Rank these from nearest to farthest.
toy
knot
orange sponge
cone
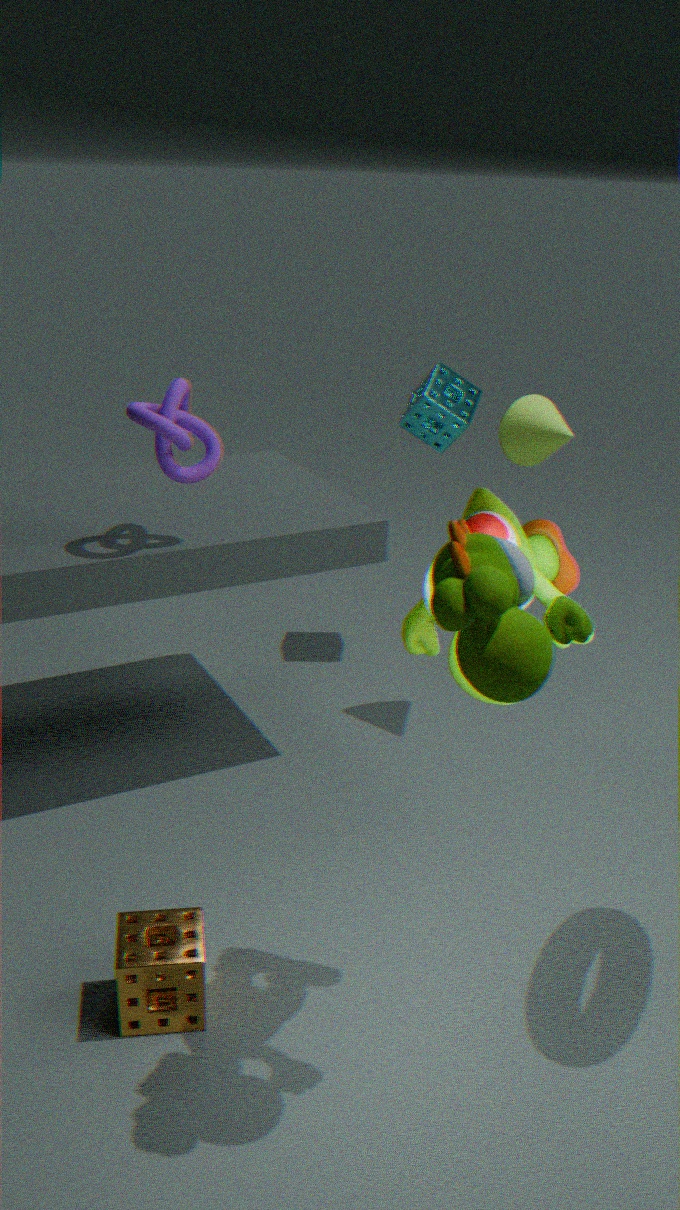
1. toy
2. orange sponge
3. knot
4. cone
